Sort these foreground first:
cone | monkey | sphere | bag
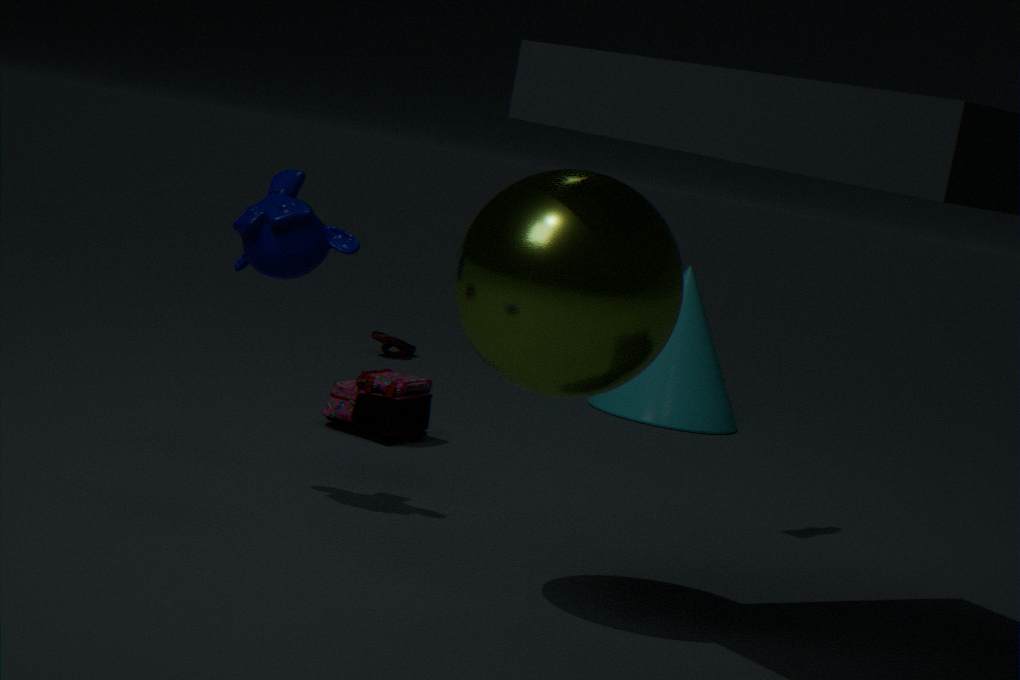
sphere → monkey → bag → cone
